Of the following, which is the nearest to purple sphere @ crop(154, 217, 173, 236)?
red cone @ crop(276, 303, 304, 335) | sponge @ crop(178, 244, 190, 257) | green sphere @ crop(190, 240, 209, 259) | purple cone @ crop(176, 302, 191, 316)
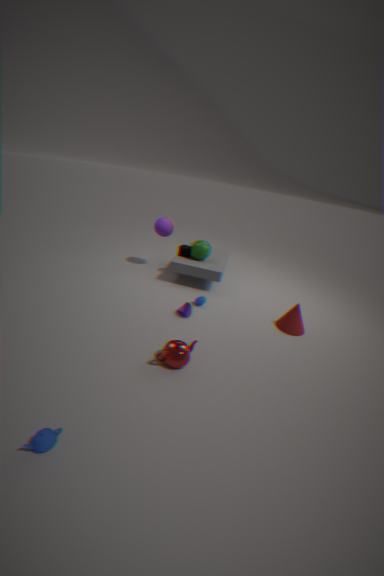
sponge @ crop(178, 244, 190, 257)
